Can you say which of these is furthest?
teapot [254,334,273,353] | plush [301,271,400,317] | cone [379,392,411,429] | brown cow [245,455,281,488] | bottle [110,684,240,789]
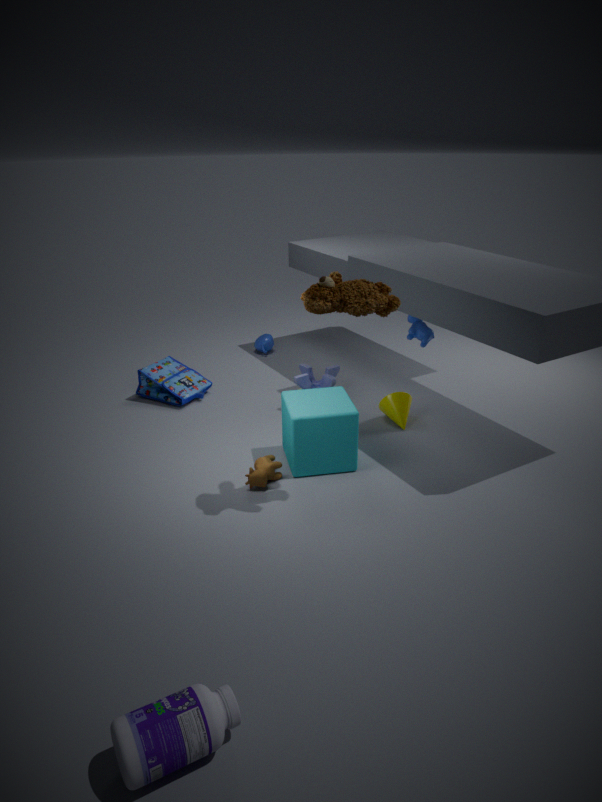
teapot [254,334,273,353]
